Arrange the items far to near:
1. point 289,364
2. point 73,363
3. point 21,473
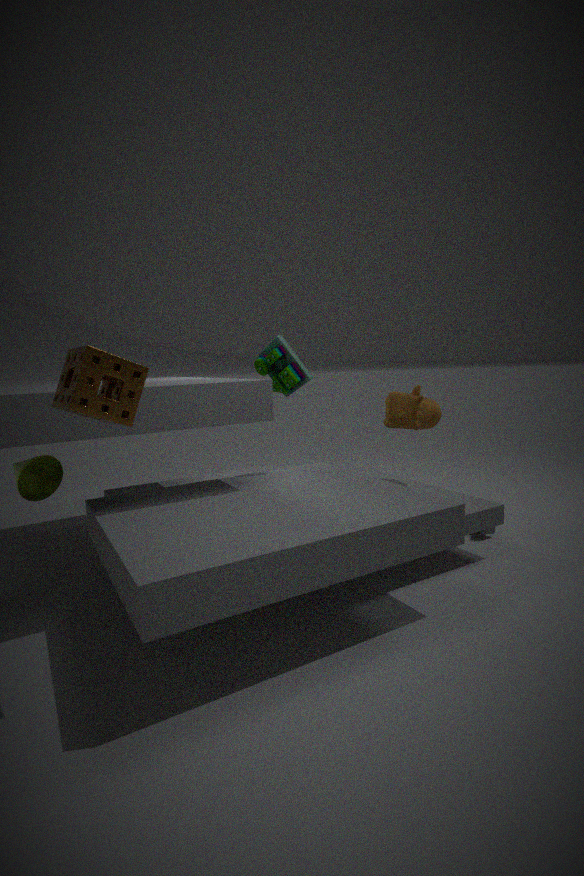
point 289,364 → point 21,473 → point 73,363
